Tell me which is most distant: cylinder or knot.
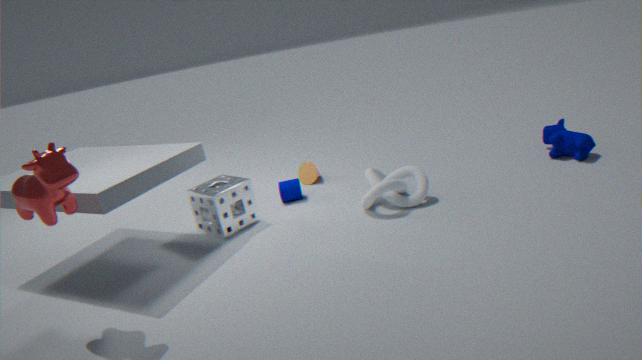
cylinder
